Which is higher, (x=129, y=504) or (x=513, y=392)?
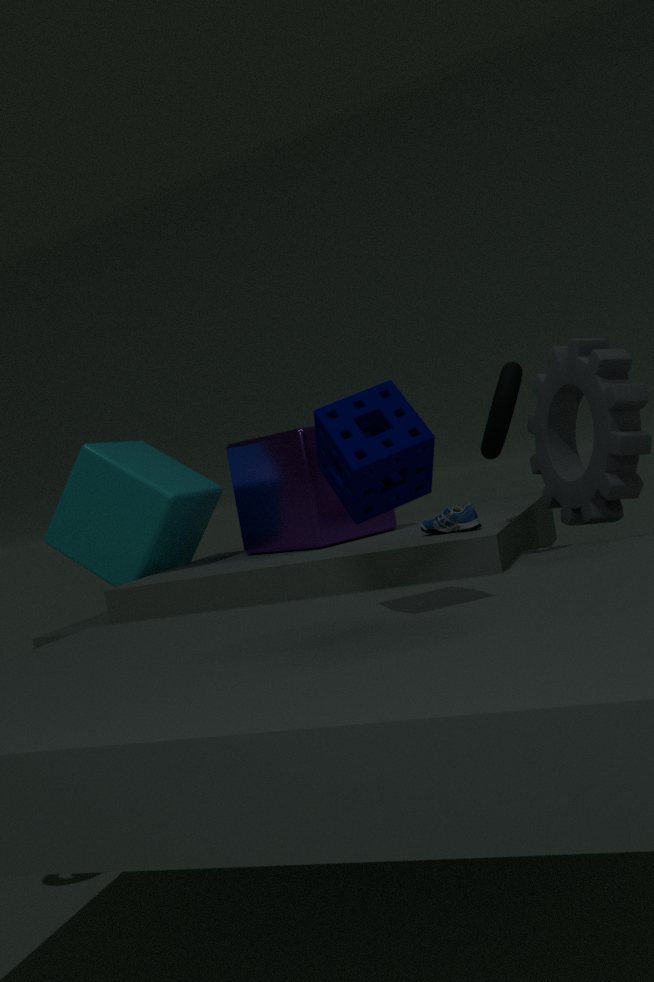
(x=513, y=392)
